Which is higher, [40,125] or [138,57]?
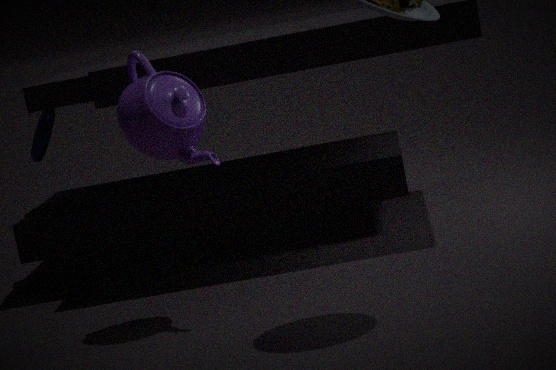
[138,57]
